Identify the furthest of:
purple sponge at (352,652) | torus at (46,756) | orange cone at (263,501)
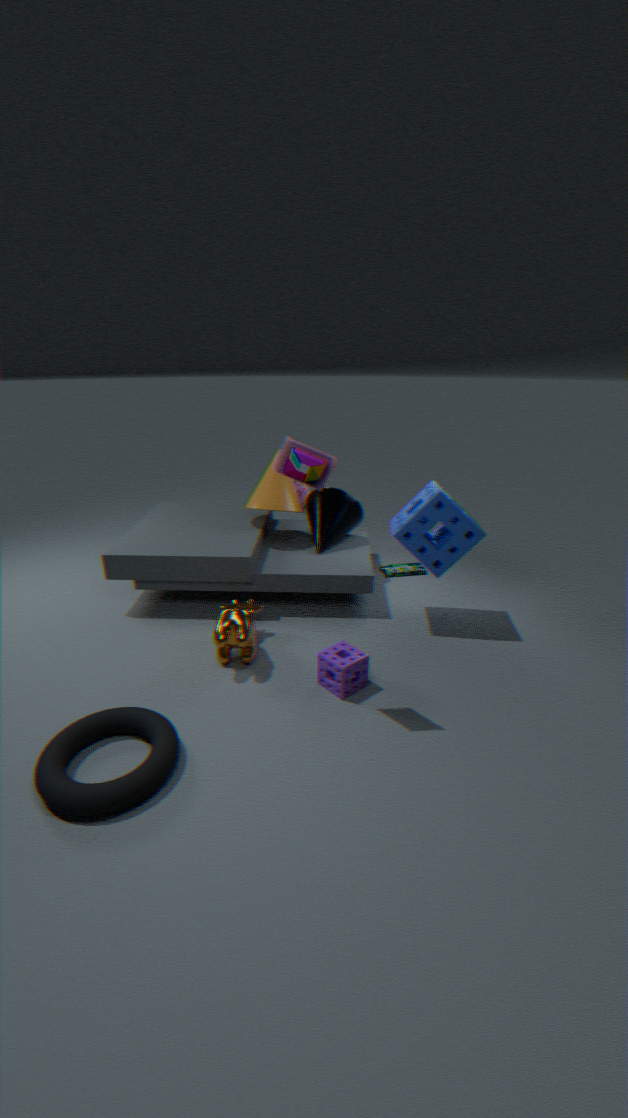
orange cone at (263,501)
